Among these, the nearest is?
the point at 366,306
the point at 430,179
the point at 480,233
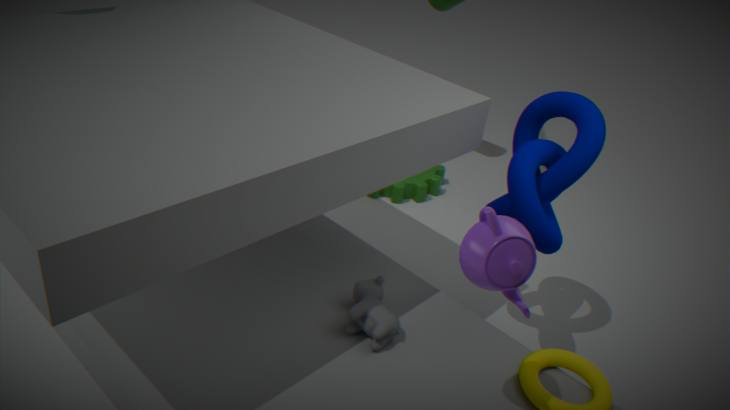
the point at 480,233
